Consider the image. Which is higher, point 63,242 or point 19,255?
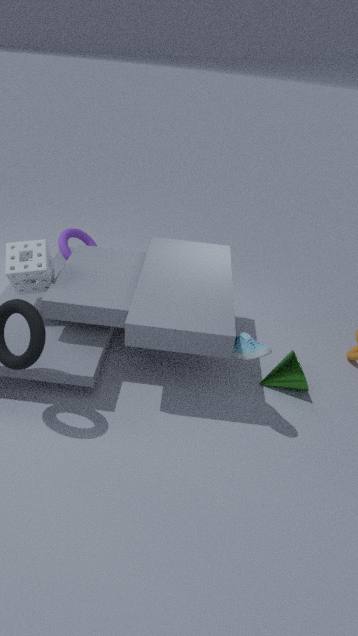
point 19,255
